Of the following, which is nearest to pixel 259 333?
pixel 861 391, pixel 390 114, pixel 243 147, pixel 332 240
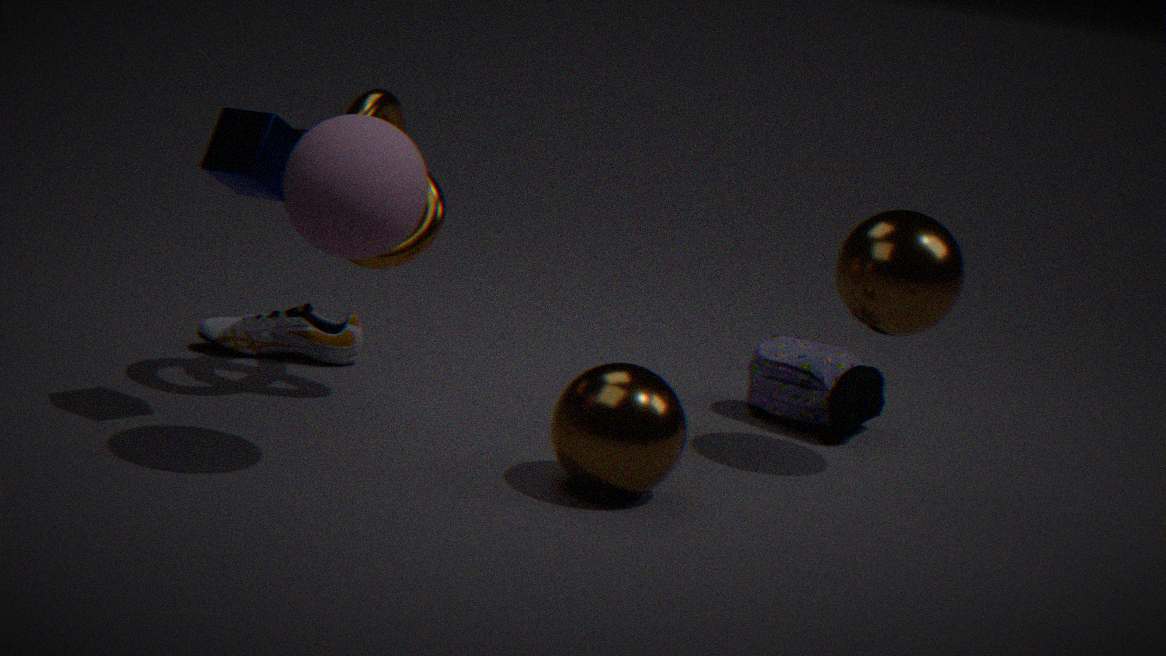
pixel 390 114
